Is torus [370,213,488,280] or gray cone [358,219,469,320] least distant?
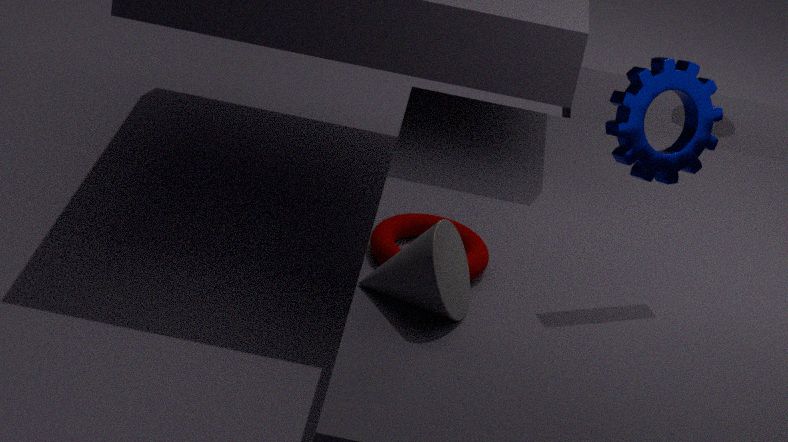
gray cone [358,219,469,320]
